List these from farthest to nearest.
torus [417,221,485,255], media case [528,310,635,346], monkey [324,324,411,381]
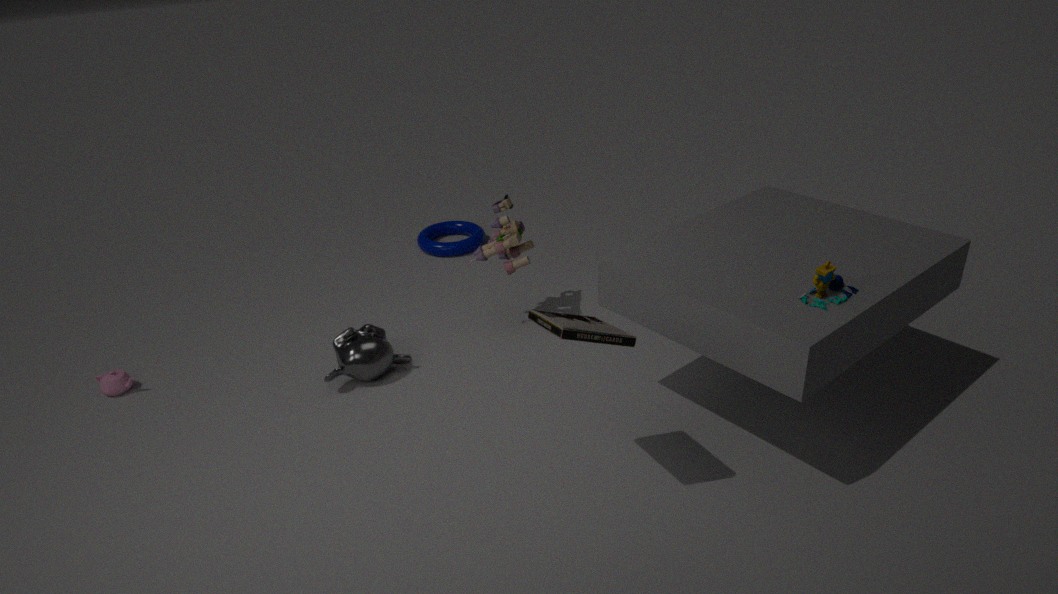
torus [417,221,485,255]
monkey [324,324,411,381]
media case [528,310,635,346]
